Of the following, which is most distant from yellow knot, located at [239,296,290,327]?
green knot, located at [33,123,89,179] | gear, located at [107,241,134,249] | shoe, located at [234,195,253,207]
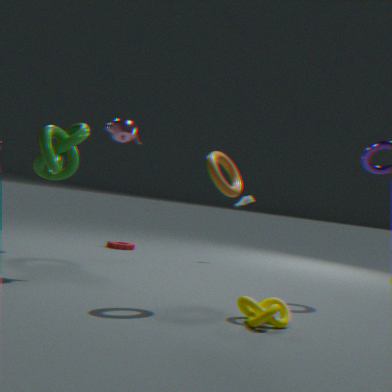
gear, located at [107,241,134,249]
